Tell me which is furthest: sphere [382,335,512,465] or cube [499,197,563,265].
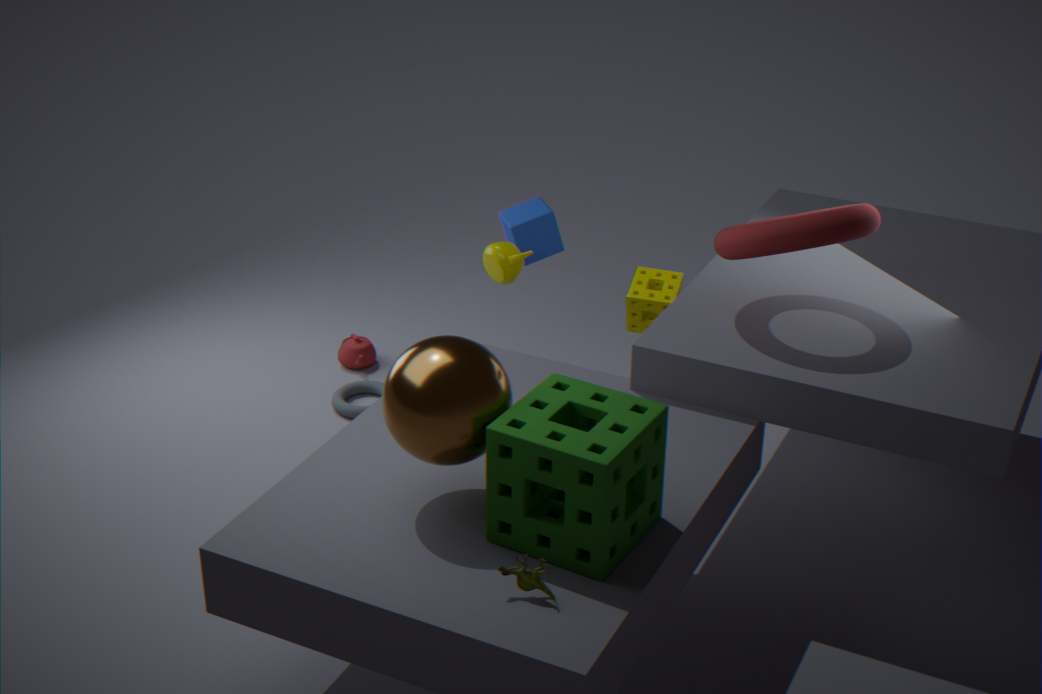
cube [499,197,563,265]
